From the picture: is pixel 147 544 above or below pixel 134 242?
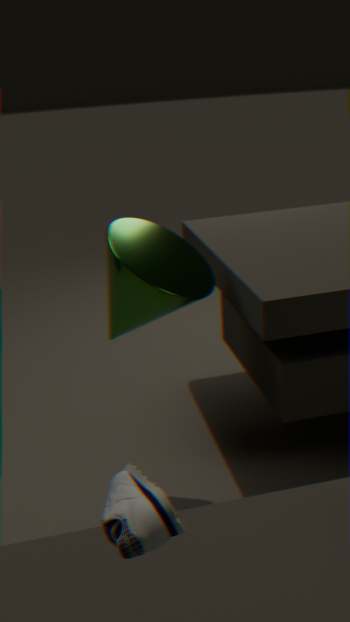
above
